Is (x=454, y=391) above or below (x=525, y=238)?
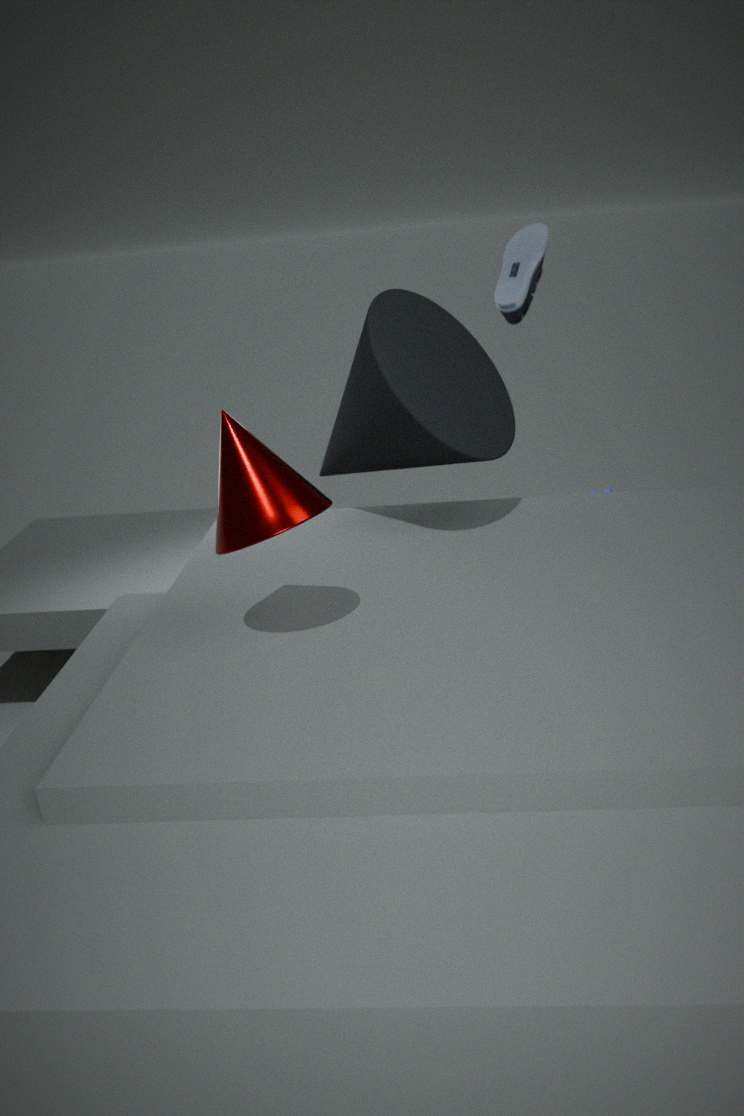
below
